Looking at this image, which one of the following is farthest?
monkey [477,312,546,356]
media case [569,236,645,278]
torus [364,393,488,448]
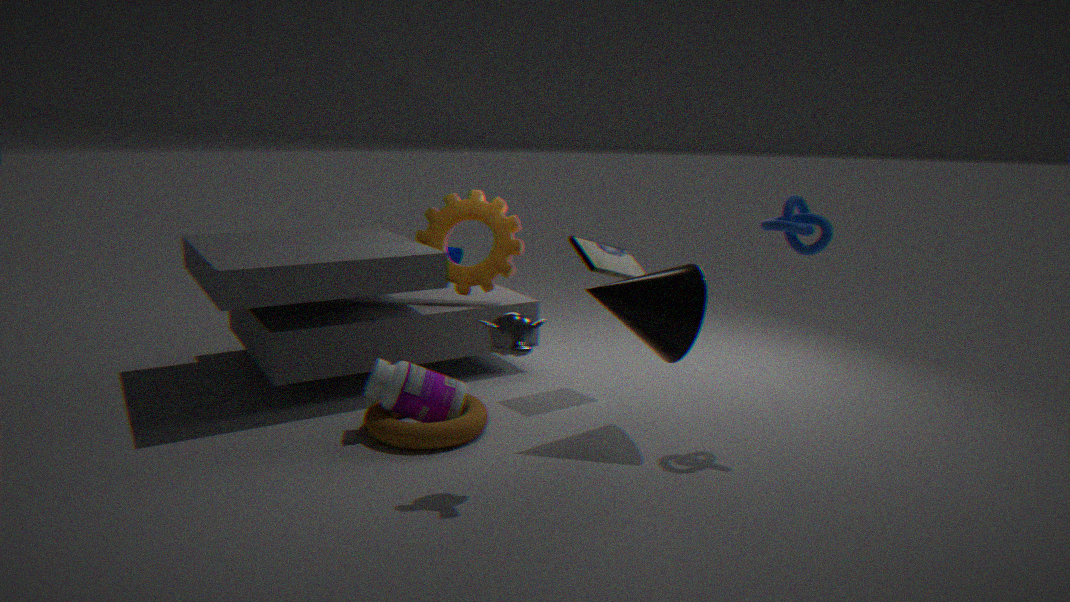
media case [569,236,645,278]
